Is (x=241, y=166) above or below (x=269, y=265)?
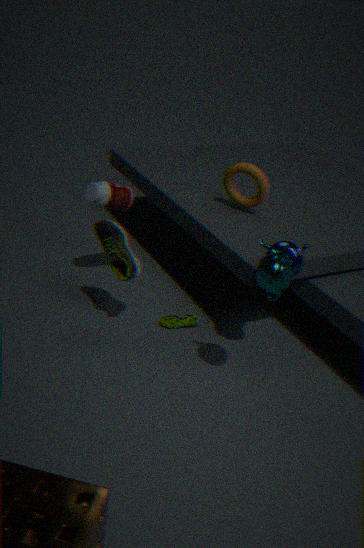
below
